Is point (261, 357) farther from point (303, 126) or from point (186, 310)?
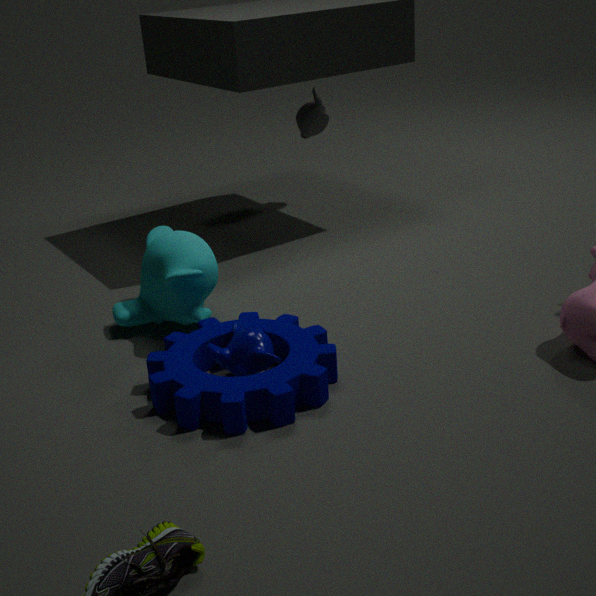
point (303, 126)
